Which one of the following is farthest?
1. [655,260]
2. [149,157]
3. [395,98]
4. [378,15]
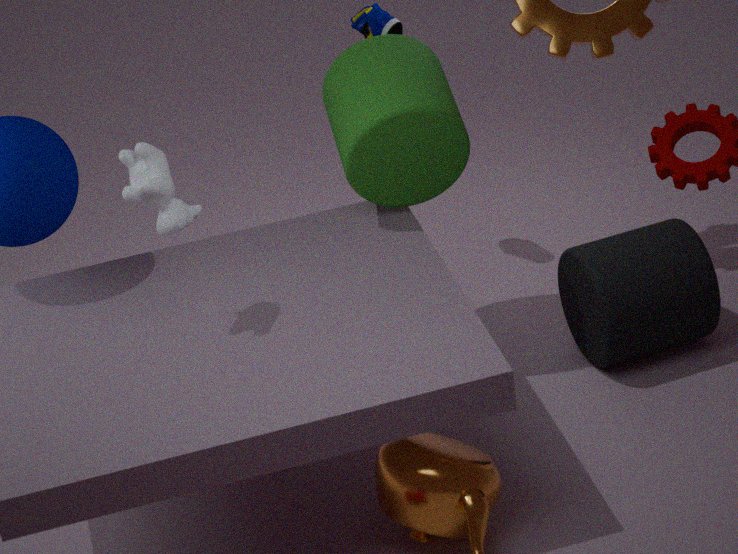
[378,15]
